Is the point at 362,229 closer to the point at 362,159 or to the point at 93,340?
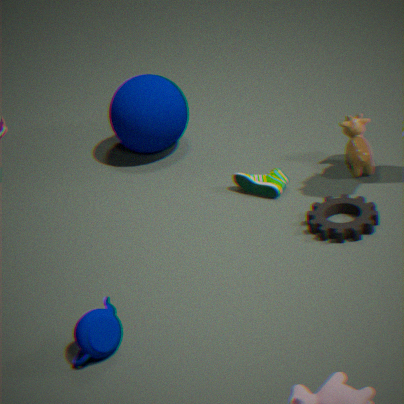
the point at 362,159
